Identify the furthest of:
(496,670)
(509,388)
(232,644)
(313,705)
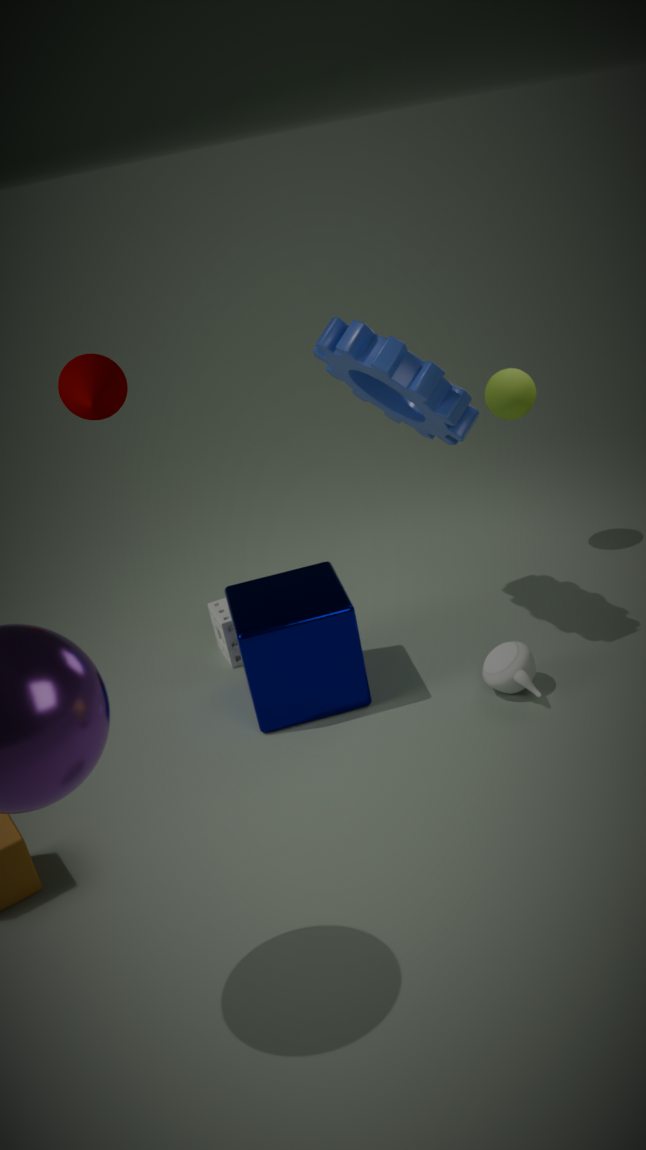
(509,388)
